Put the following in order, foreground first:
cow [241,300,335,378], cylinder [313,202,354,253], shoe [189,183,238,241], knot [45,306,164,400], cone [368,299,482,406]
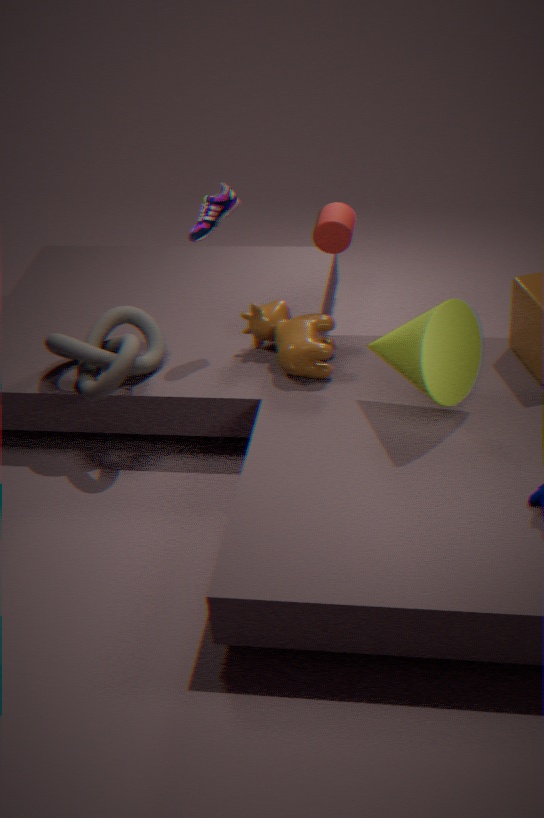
cone [368,299,482,406] < knot [45,306,164,400] < cow [241,300,335,378] < shoe [189,183,238,241] < cylinder [313,202,354,253]
